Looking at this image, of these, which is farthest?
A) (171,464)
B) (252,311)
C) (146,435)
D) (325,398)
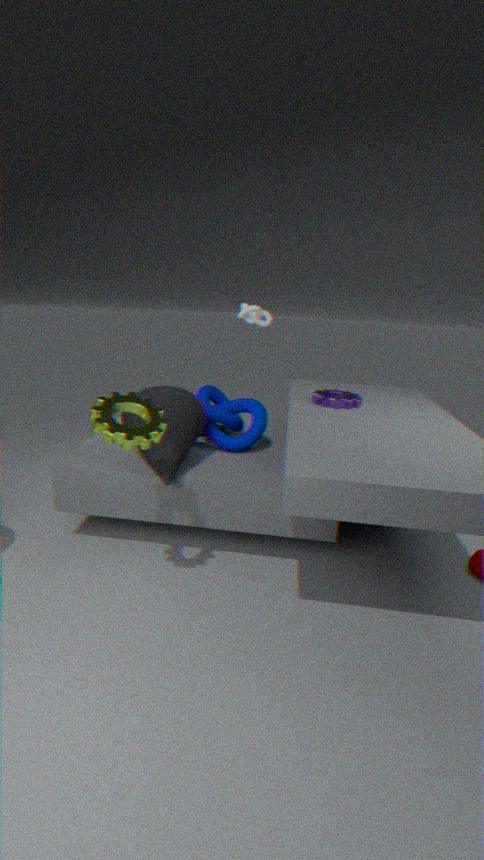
(252,311)
